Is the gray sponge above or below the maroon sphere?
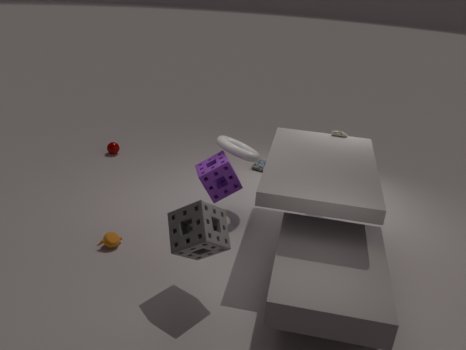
above
